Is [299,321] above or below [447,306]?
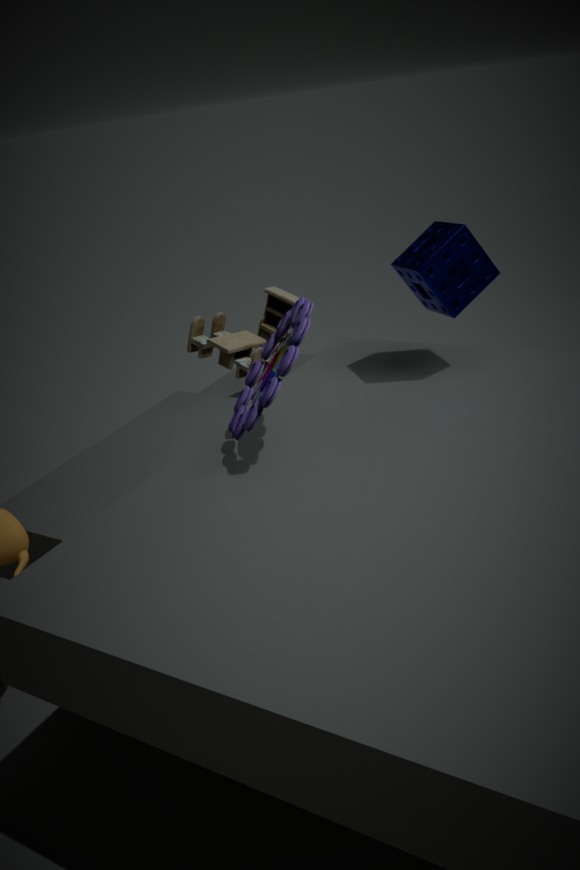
below
